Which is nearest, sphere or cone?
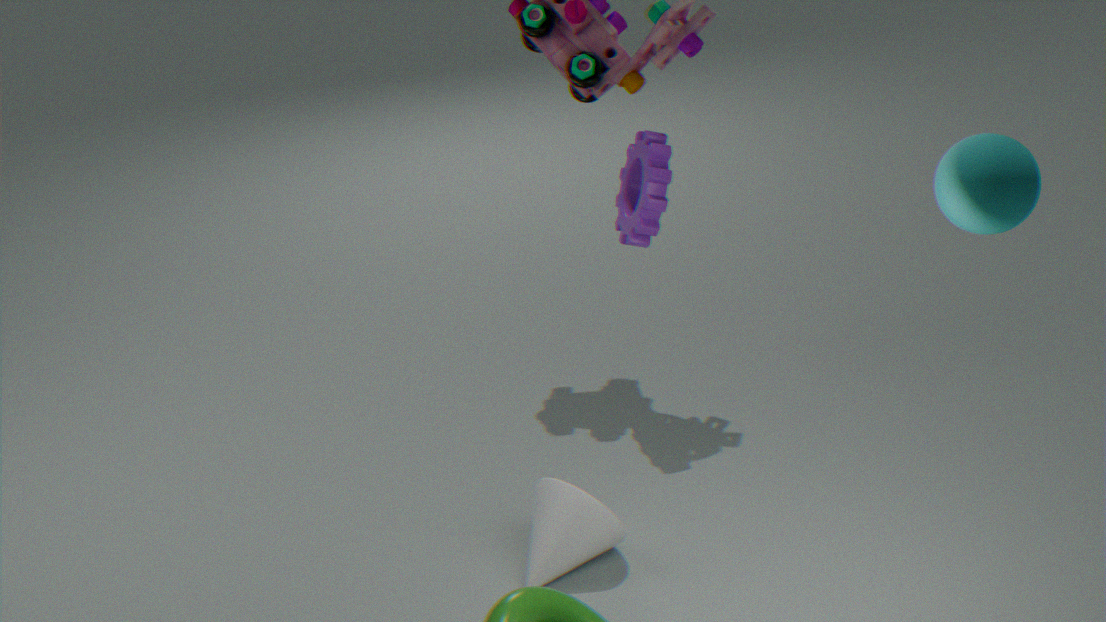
sphere
